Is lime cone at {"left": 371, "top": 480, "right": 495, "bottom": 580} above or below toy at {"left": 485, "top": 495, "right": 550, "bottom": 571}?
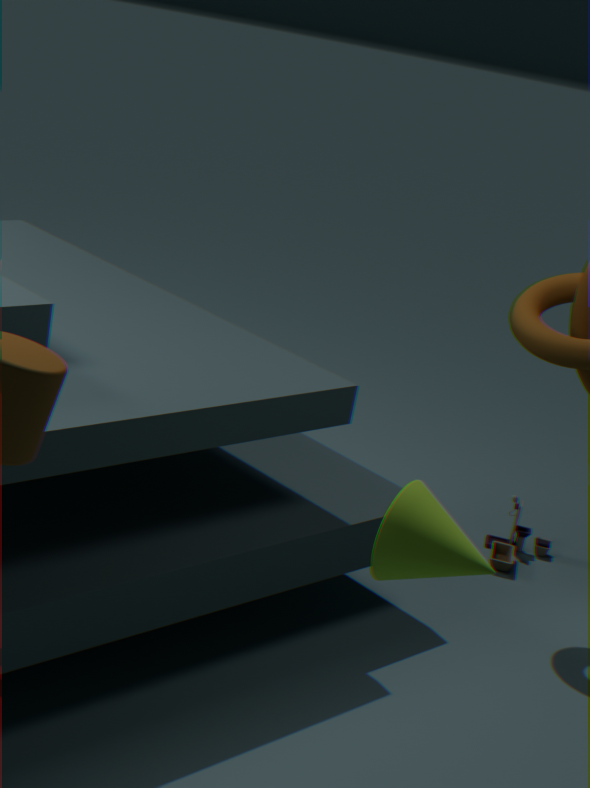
above
